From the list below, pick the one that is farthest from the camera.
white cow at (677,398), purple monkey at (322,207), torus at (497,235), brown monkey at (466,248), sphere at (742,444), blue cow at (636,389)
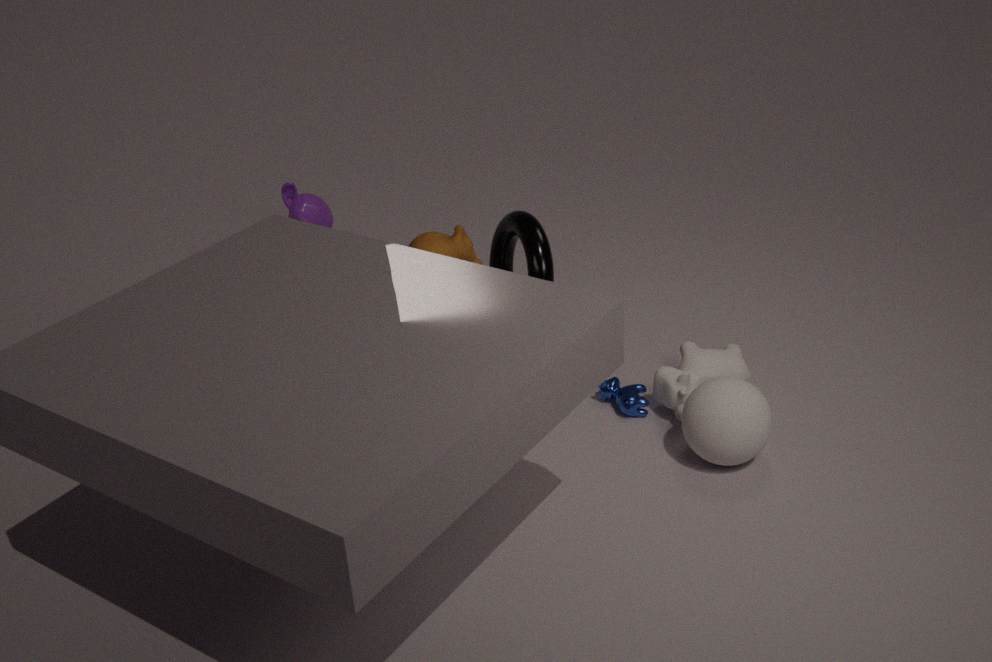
purple monkey at (322,207)
